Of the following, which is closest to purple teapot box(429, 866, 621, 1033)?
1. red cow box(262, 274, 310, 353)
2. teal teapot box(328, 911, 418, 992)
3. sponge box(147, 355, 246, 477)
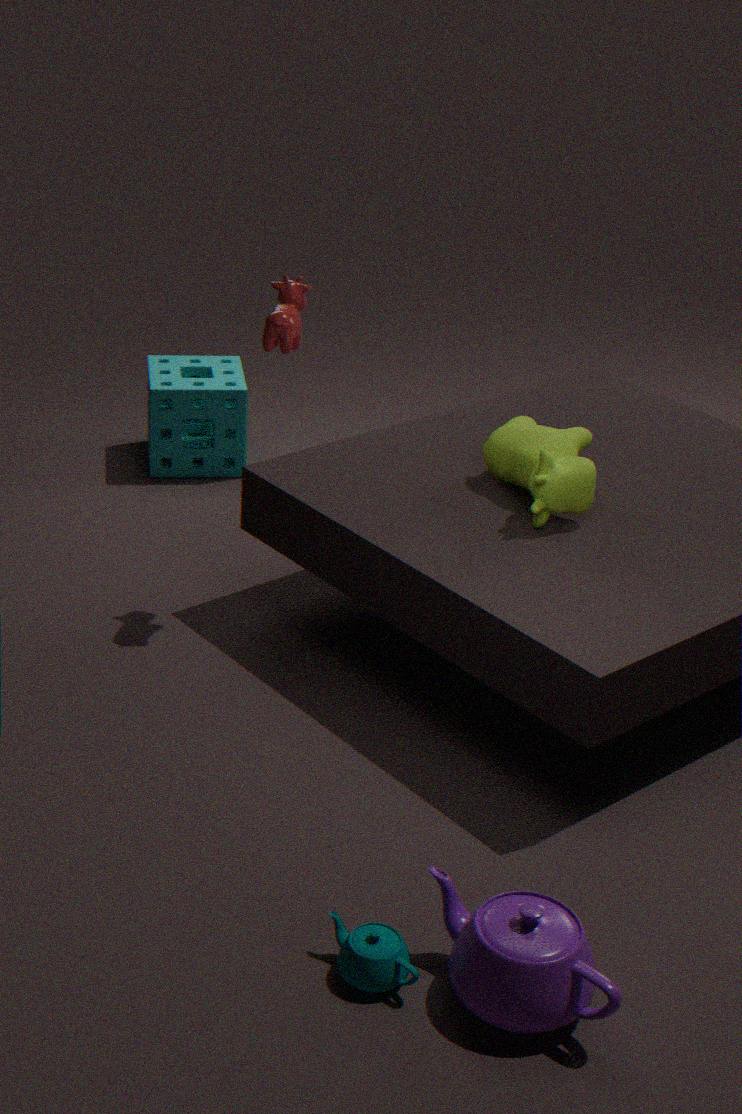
teal teapot box(328, 911, 418, 992)
